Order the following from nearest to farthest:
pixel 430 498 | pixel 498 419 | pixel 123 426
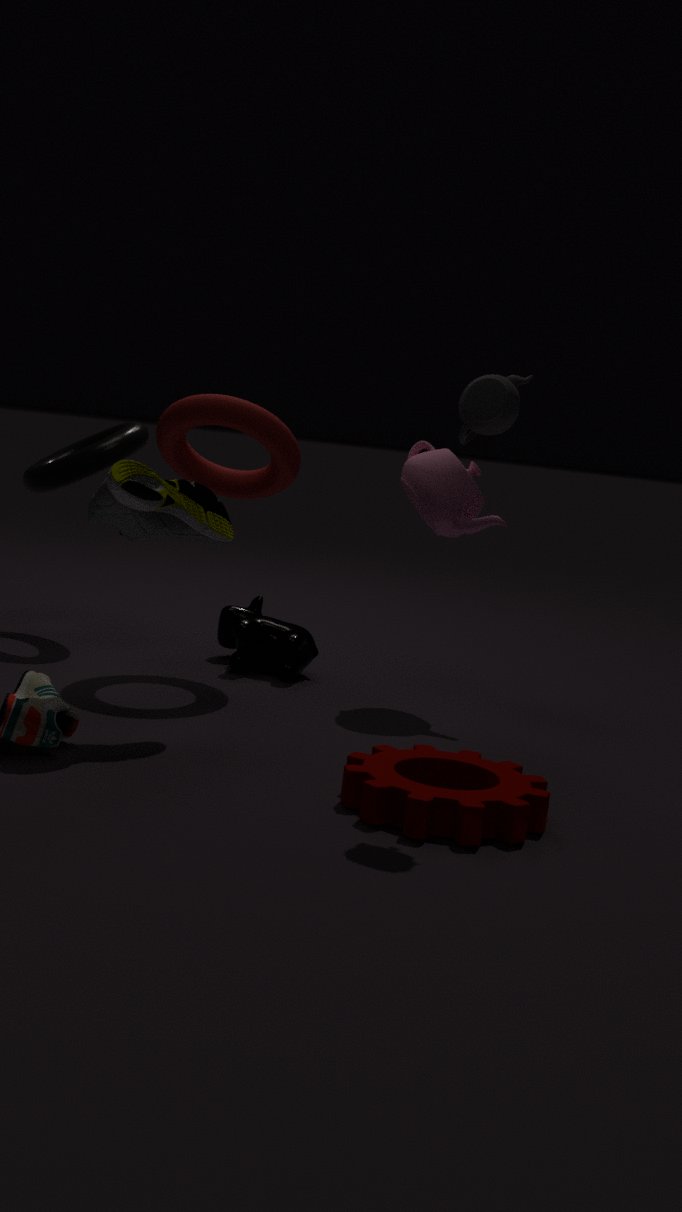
pixel 498 419
pixel 430 498
pixel 123 426
